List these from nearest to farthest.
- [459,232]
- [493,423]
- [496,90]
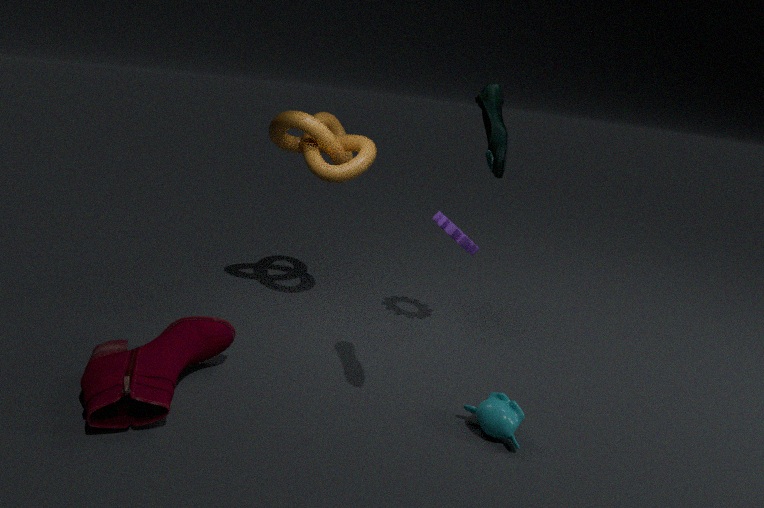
1. [496,90]
2. [493,423]
3. [459,232]
